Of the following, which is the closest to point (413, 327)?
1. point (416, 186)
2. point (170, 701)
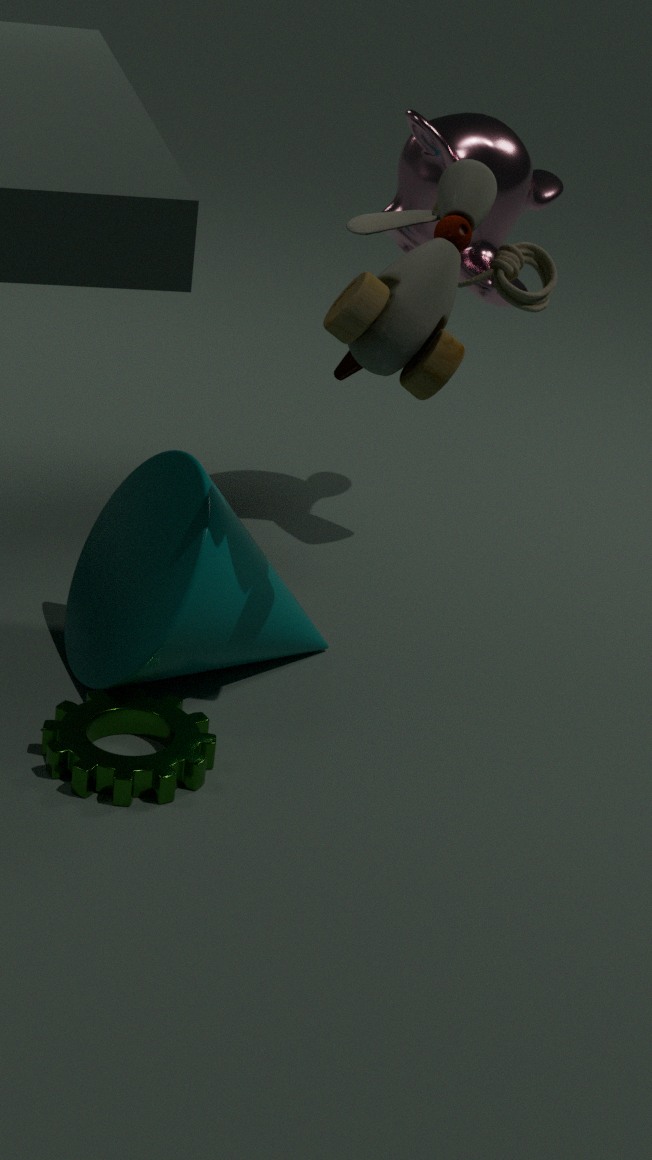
point (416, 186)
